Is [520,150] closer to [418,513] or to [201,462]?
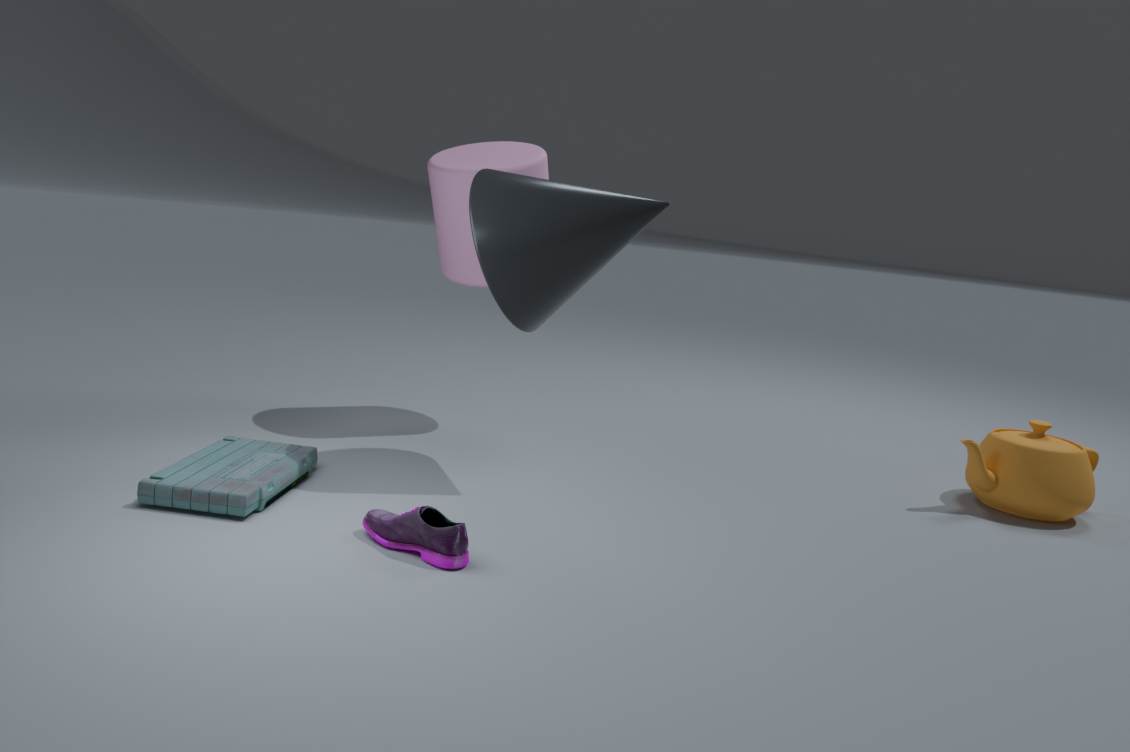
[201,462]
